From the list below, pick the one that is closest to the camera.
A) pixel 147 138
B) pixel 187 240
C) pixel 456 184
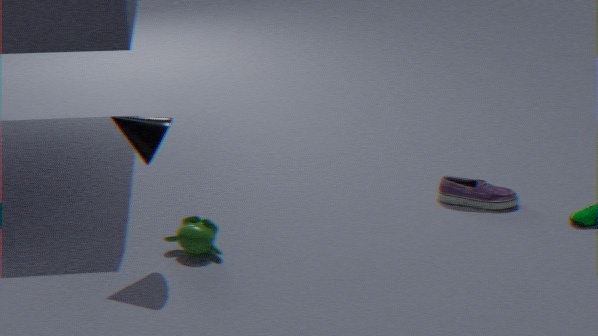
pixel 147 138
